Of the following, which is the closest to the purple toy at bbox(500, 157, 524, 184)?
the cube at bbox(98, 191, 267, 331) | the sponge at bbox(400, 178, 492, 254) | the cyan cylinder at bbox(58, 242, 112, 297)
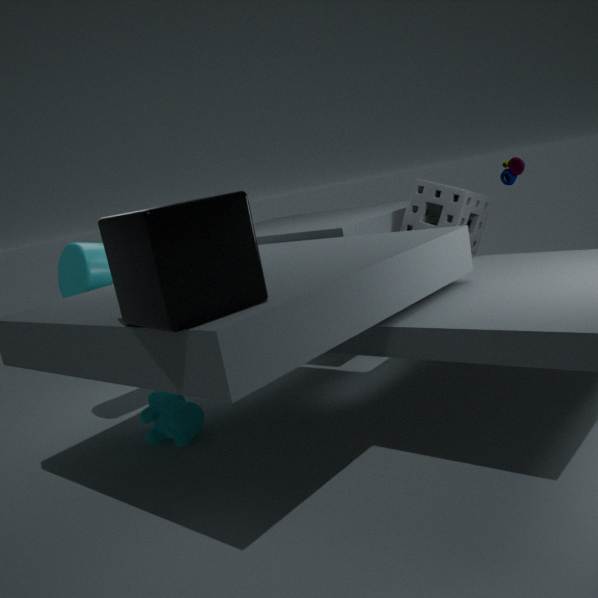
the sponge at bbox(400, 178, 492, 254)
